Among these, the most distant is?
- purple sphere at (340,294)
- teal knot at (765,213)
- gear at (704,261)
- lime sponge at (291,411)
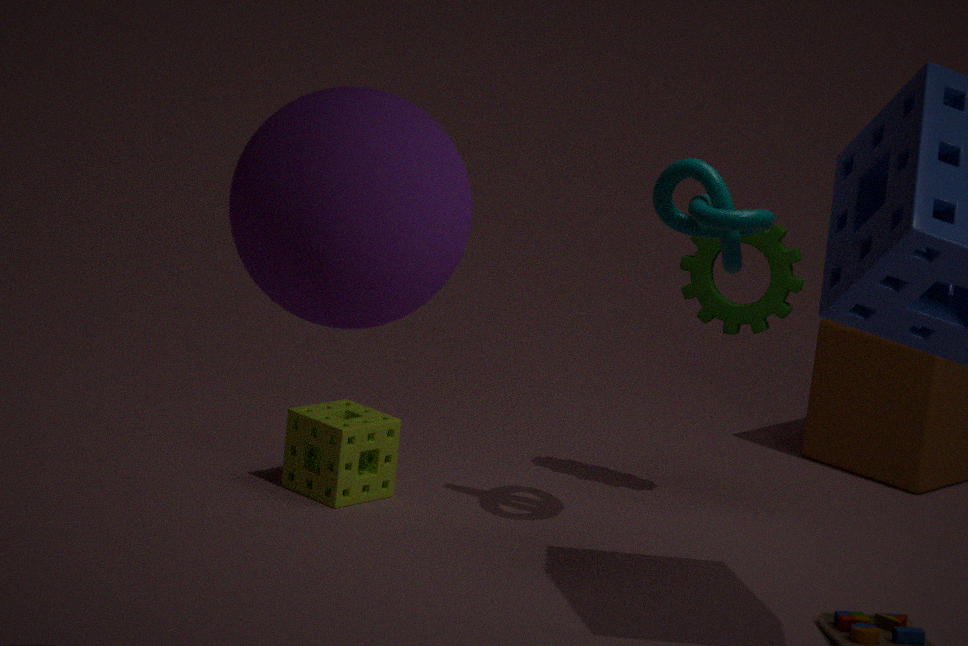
gear at (704,261)
